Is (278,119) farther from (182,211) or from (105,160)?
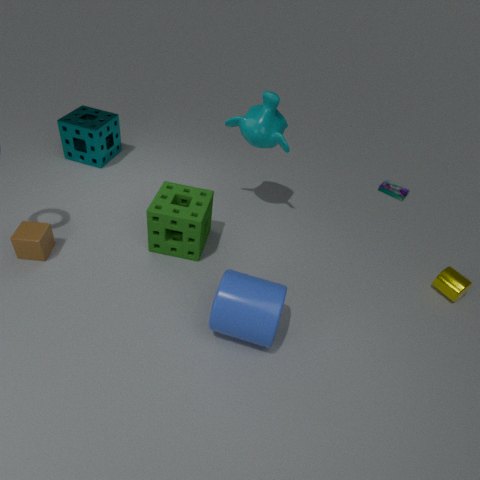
(105,160)
